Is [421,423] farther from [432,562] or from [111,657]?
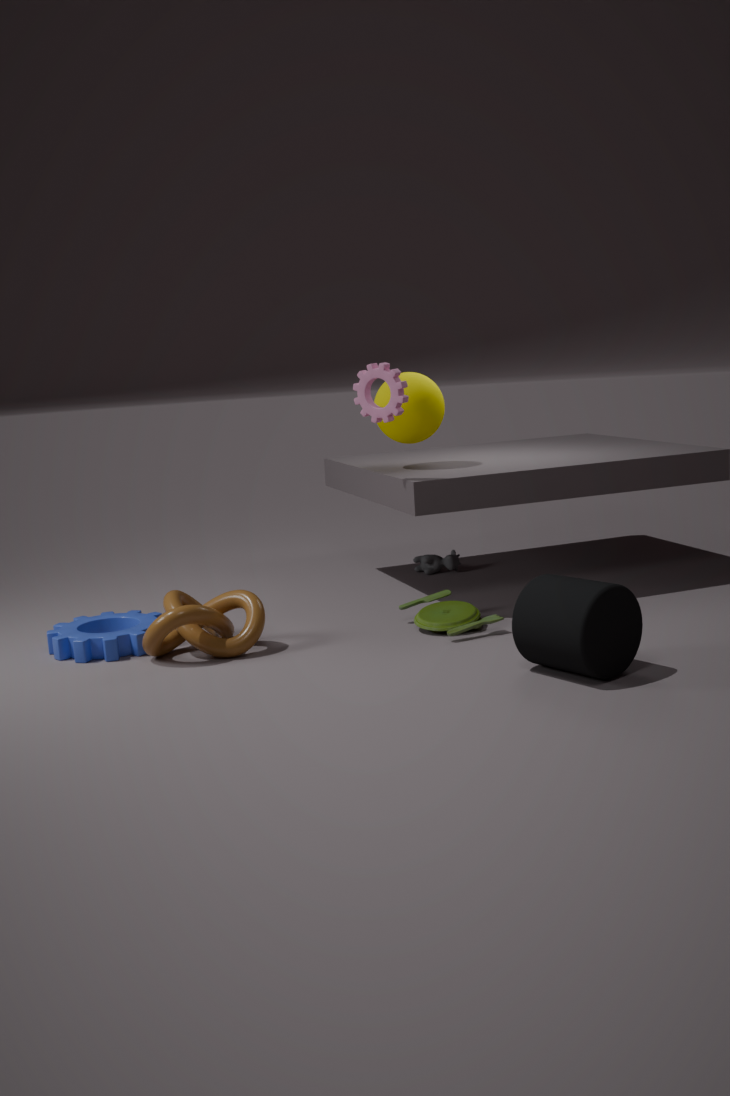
[111,657]
